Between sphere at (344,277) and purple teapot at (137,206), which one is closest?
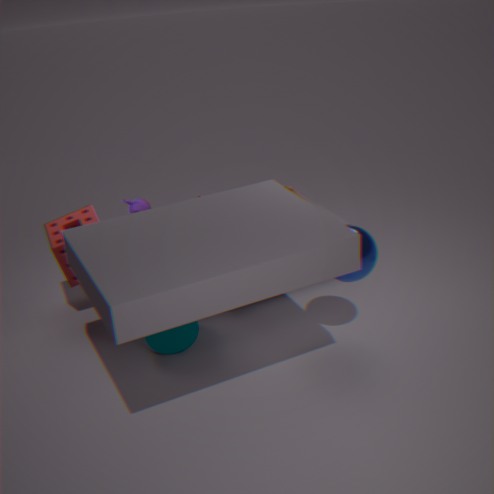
sphere at (344,277)
